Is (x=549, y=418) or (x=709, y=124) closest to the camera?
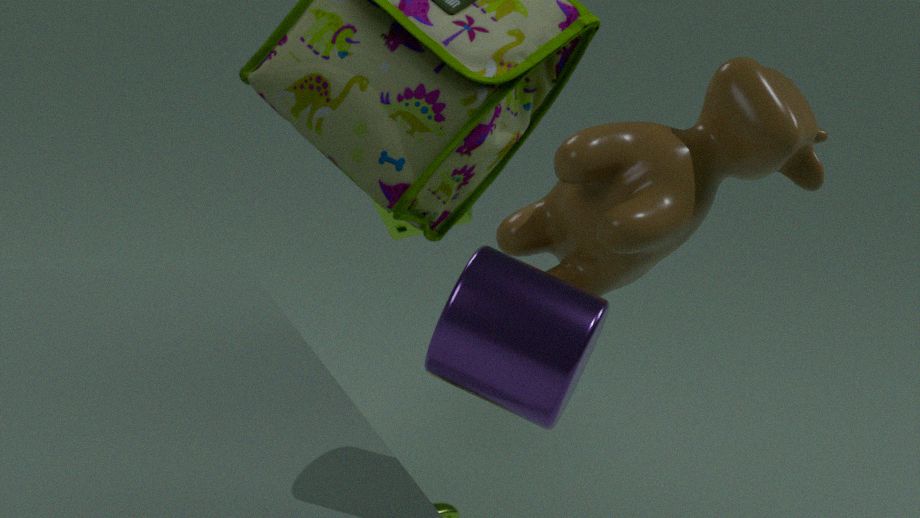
(x=549, y=418)
